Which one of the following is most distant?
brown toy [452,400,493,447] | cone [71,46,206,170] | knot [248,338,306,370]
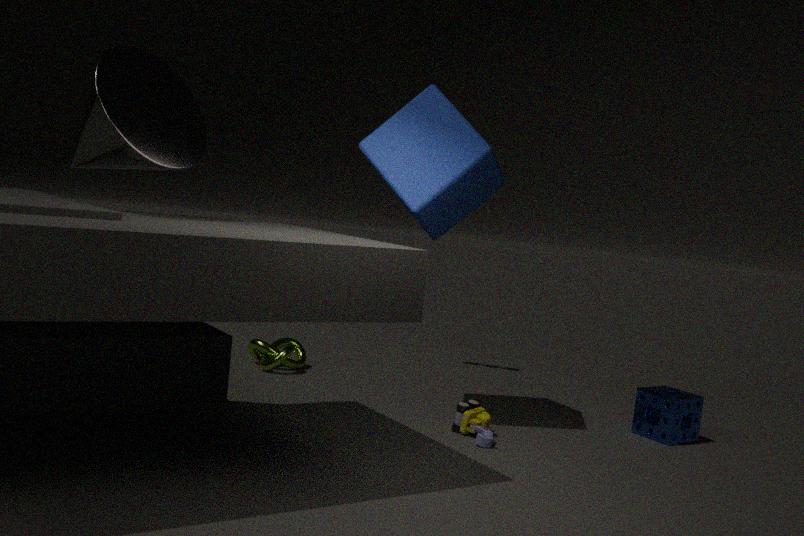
knot [248,338,306,370]
